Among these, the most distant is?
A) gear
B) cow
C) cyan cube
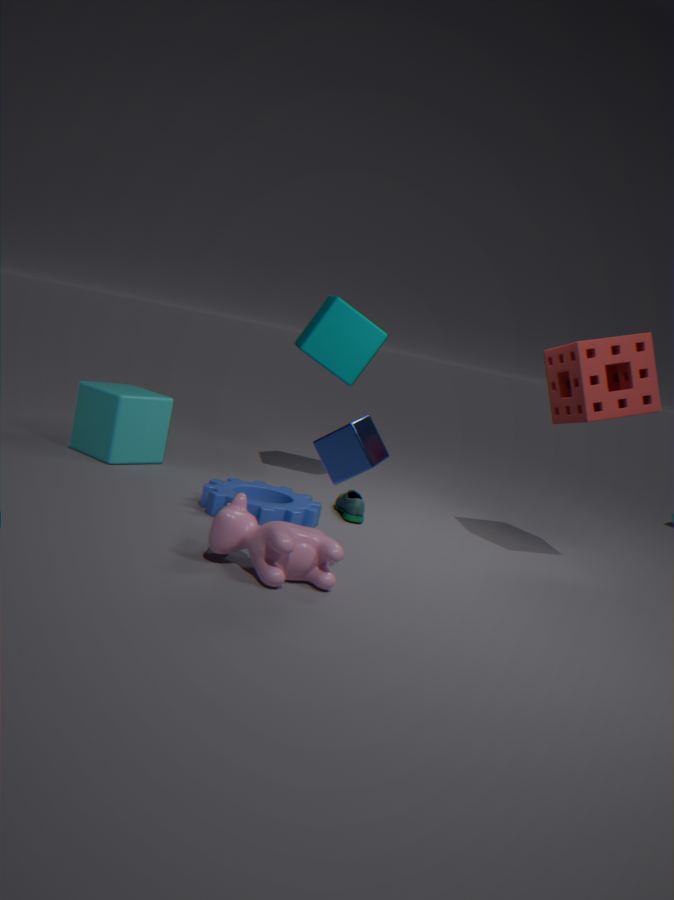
cyan cube
